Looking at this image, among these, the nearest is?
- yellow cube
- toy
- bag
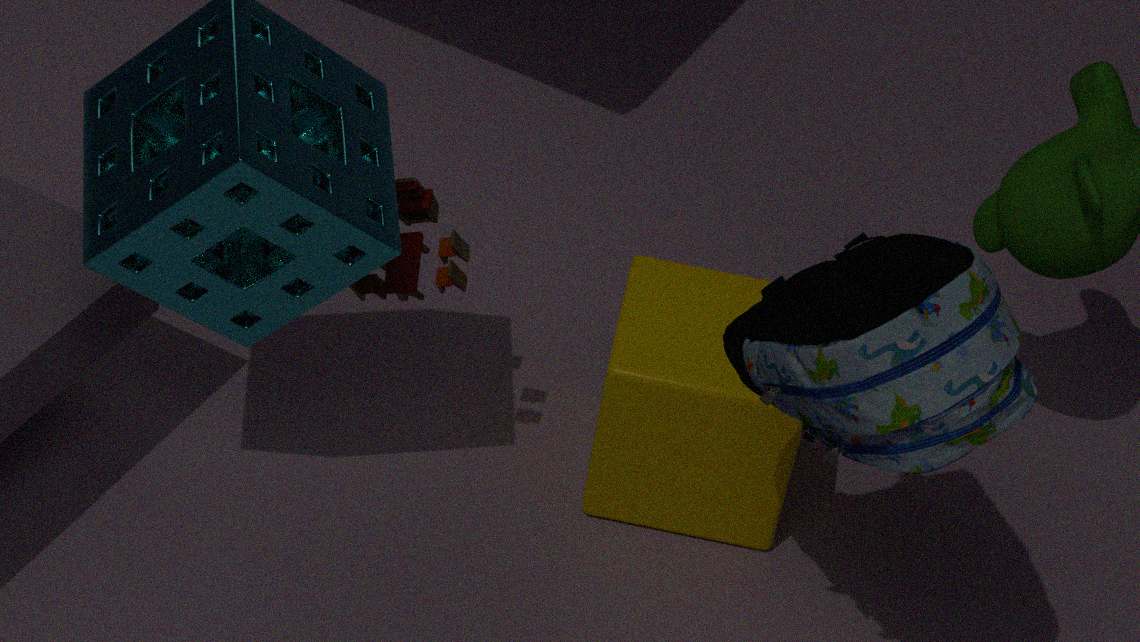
bag
